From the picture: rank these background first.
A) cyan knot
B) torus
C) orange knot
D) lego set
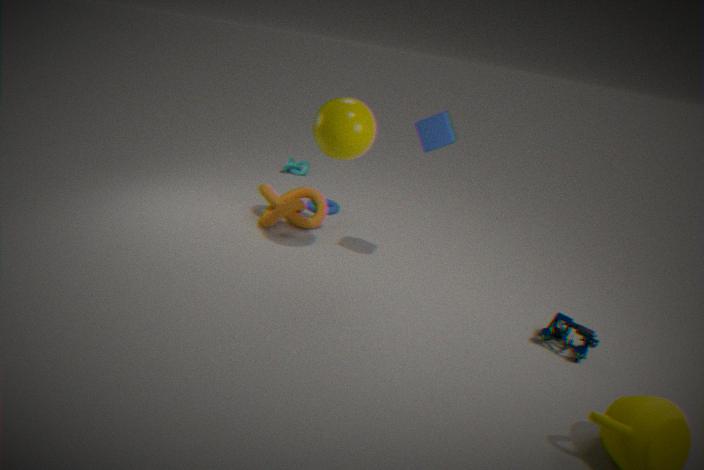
cyan knot, torus, orange knot, lego set
